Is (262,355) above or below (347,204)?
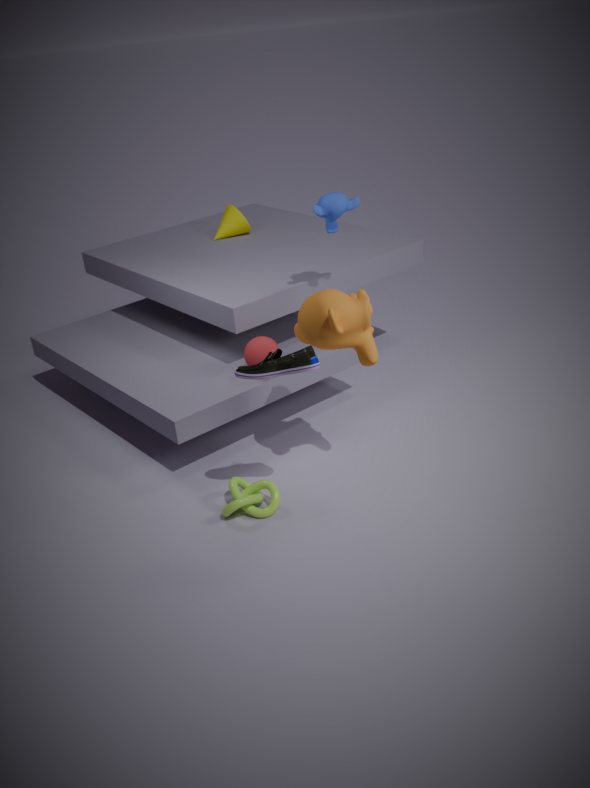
below
